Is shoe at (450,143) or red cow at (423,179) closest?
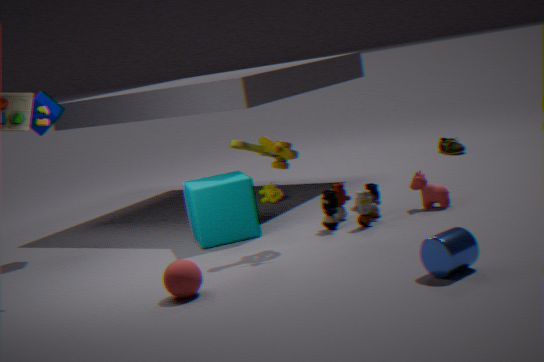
red cow at (423,179)
